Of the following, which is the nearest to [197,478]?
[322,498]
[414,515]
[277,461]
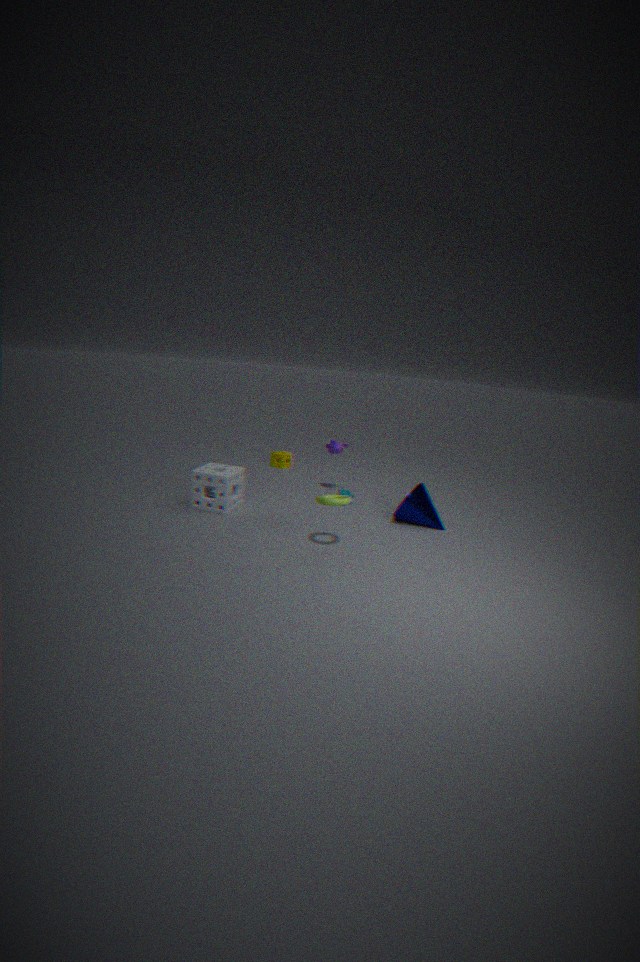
[322,498]
